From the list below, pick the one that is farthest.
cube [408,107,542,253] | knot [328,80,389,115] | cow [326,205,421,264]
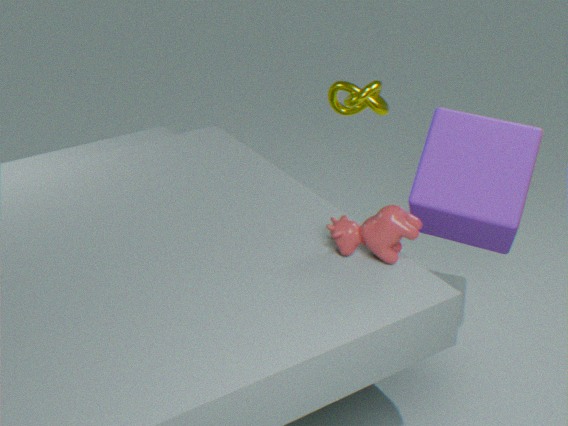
knot [328,80,389,115]
